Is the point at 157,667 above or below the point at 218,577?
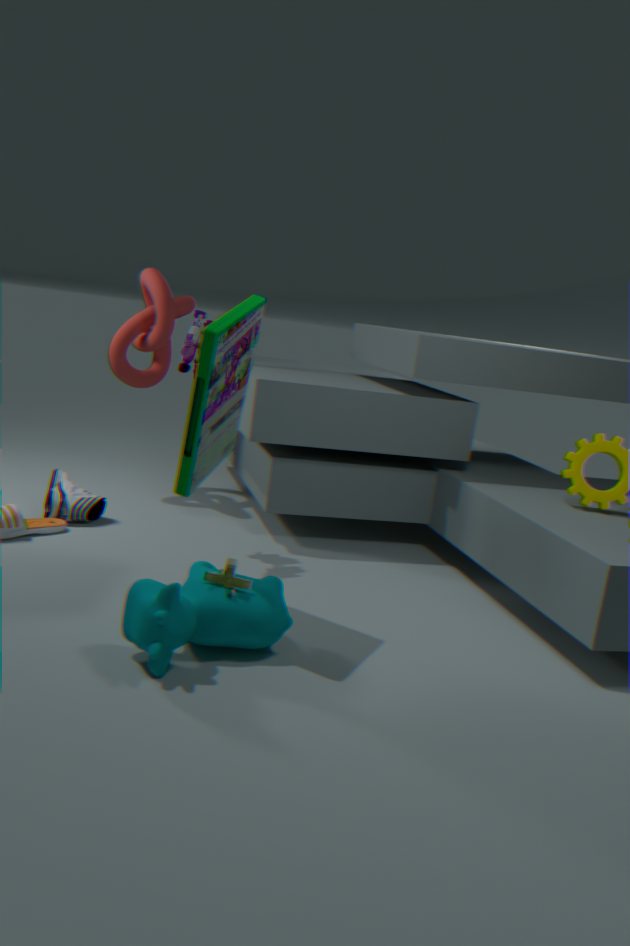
below
